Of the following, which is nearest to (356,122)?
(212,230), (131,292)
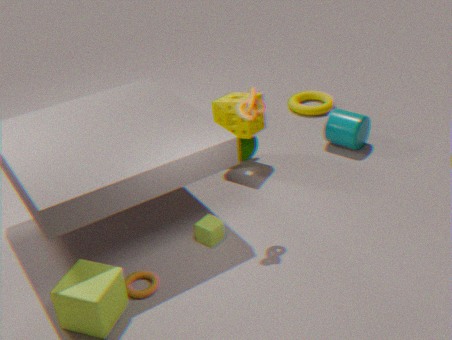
(212,230)
